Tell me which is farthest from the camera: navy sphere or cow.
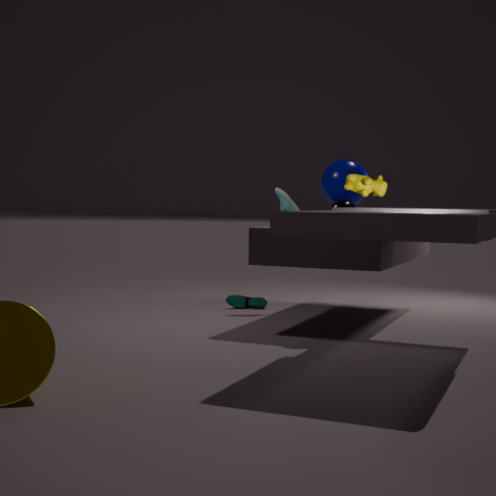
navy sphere
